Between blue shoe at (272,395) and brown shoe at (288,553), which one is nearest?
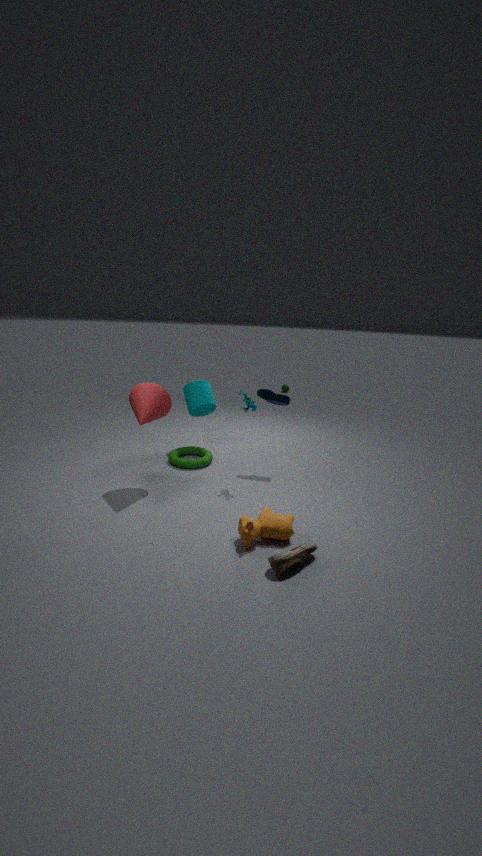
brown shoe at (288,553)
